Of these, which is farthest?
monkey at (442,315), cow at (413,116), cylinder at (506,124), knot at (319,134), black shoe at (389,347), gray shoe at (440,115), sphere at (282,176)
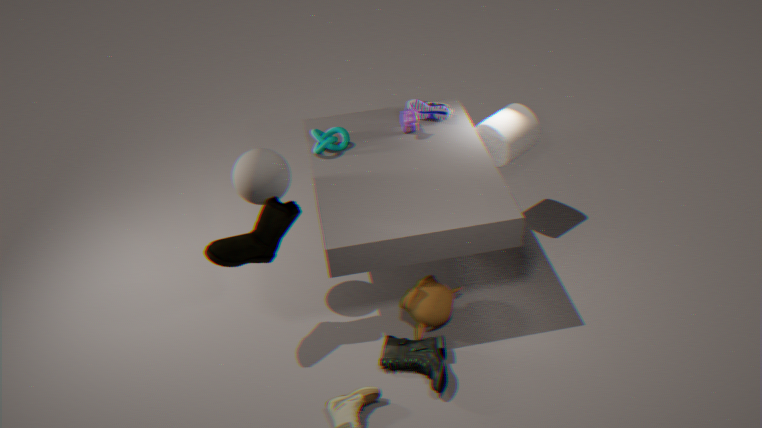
gray shoe at (440,115)
